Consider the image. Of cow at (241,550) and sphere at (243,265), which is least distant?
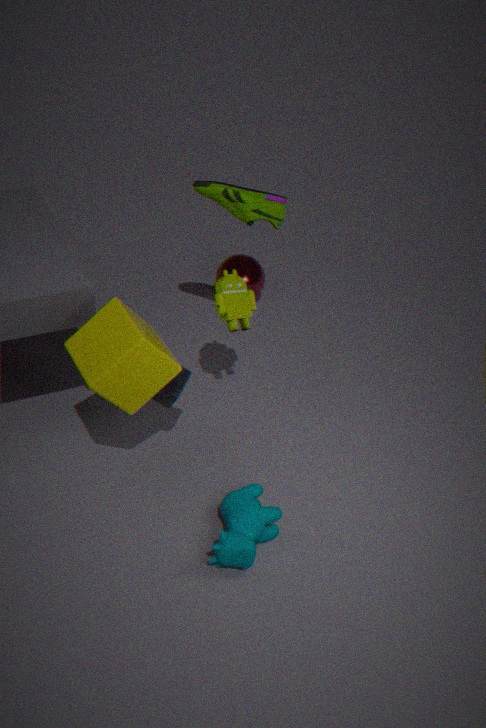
cow at (241,550)
